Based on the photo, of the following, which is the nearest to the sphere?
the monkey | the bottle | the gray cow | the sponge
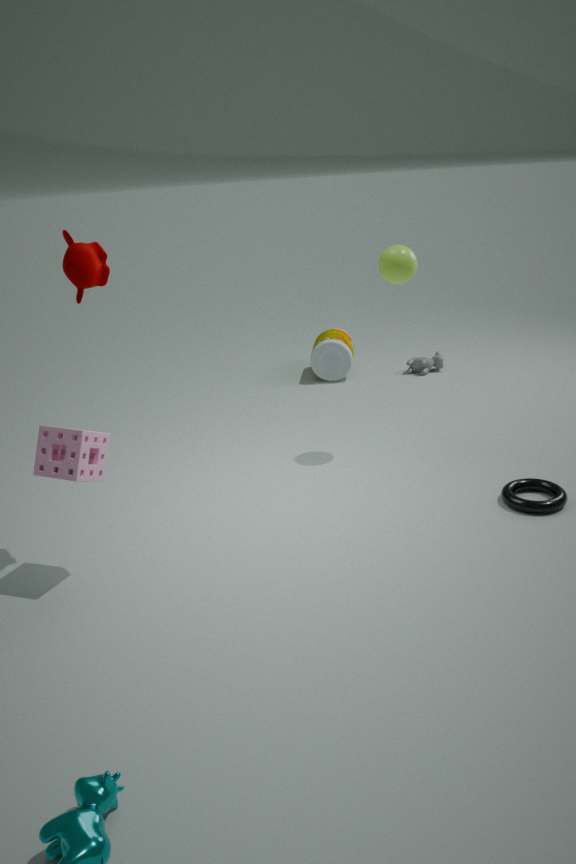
the bottle
